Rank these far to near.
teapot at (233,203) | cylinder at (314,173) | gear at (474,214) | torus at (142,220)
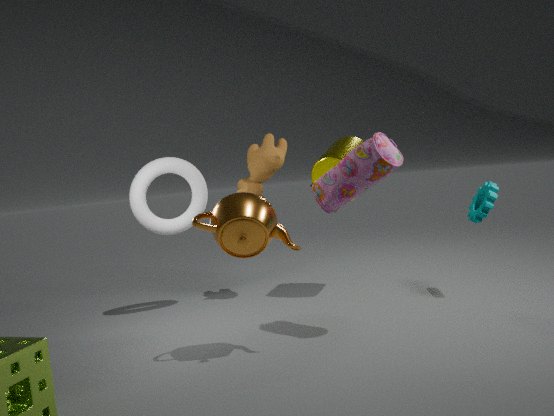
torus at (142,220) < cylinder at (314,173) < gear at (474,214) < teapot at (233,203)
